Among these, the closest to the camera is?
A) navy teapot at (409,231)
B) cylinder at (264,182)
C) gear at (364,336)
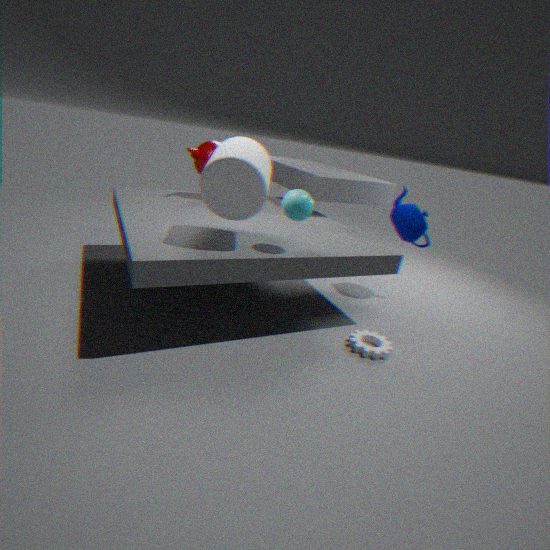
cylinder at (264,182)
